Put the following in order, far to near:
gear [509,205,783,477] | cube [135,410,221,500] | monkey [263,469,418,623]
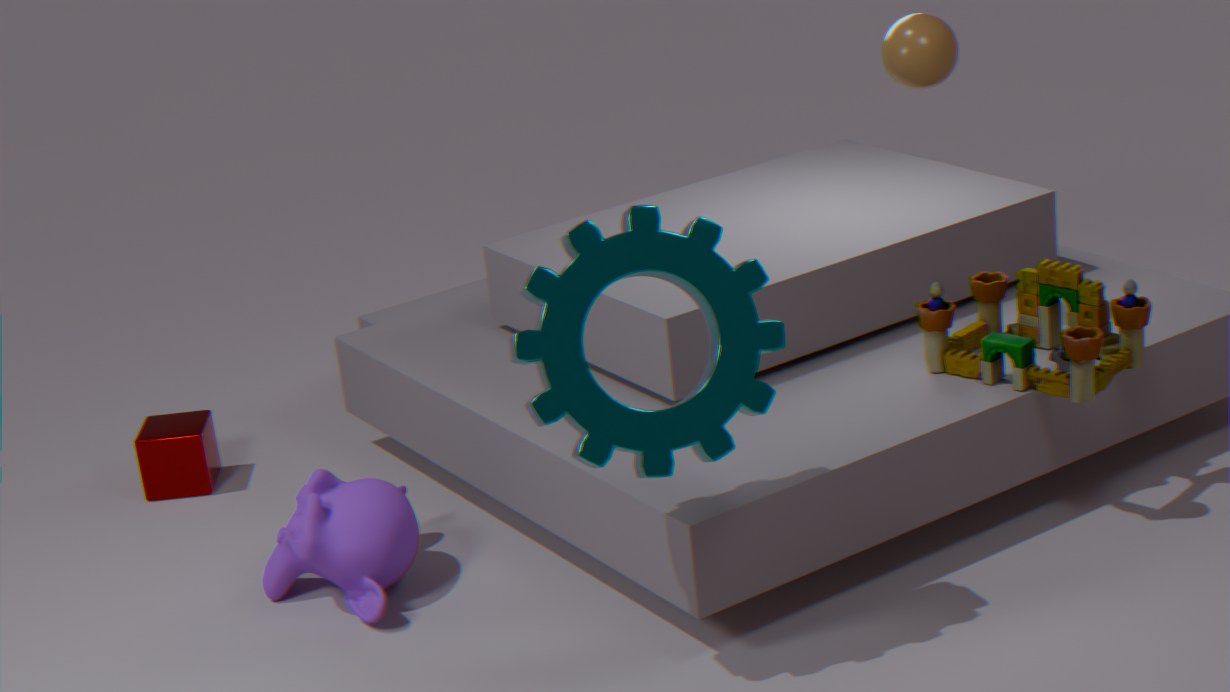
cube [135,410,221,500] < monkey [263,469,418,623] < gear [509,205,783,477]
